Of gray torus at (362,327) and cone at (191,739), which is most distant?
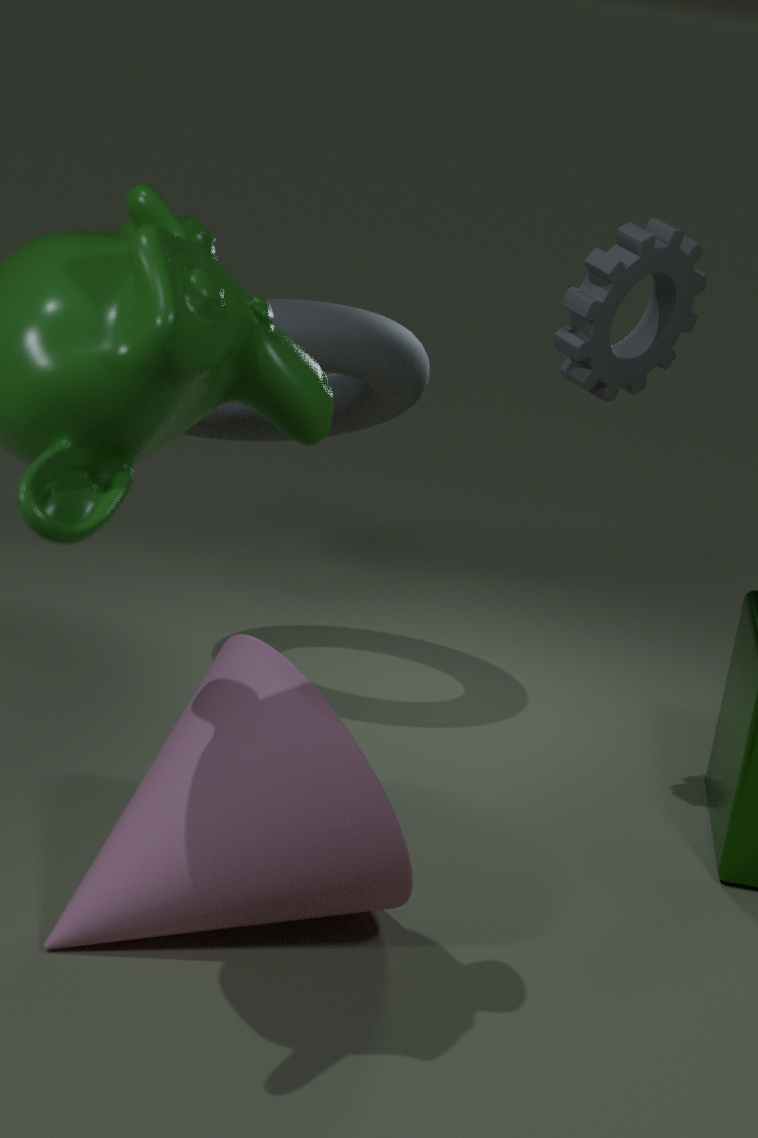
gray torus at (362,327)
